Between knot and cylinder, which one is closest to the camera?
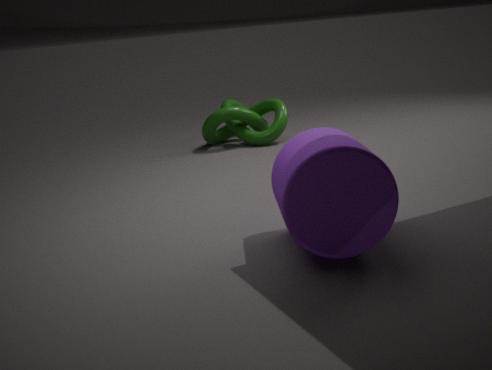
cylinder
